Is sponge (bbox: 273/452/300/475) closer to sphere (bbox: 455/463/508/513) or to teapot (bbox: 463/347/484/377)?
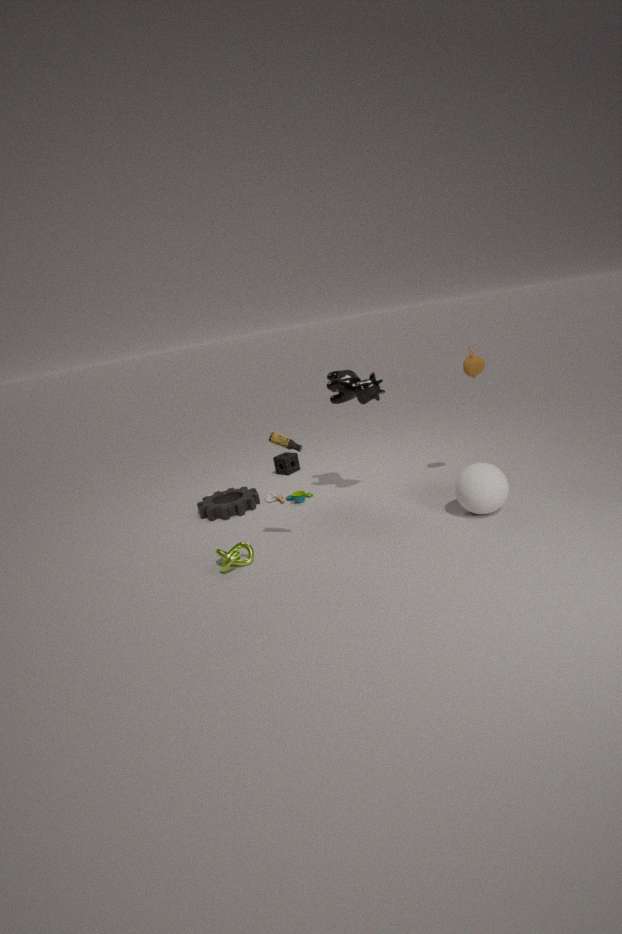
teapot (bbox: 463/347/484/377)
